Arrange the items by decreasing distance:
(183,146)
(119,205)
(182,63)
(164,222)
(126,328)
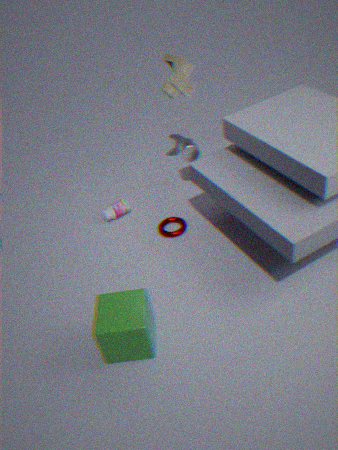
(119,205), (183,146), (164,222), (182,63), (126,328)
